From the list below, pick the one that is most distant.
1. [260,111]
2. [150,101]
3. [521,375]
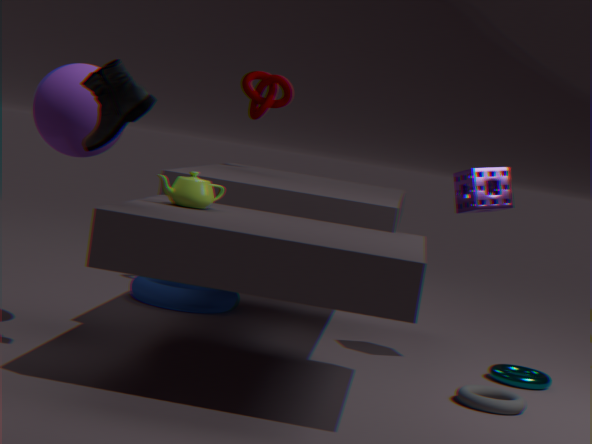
[260,111]
